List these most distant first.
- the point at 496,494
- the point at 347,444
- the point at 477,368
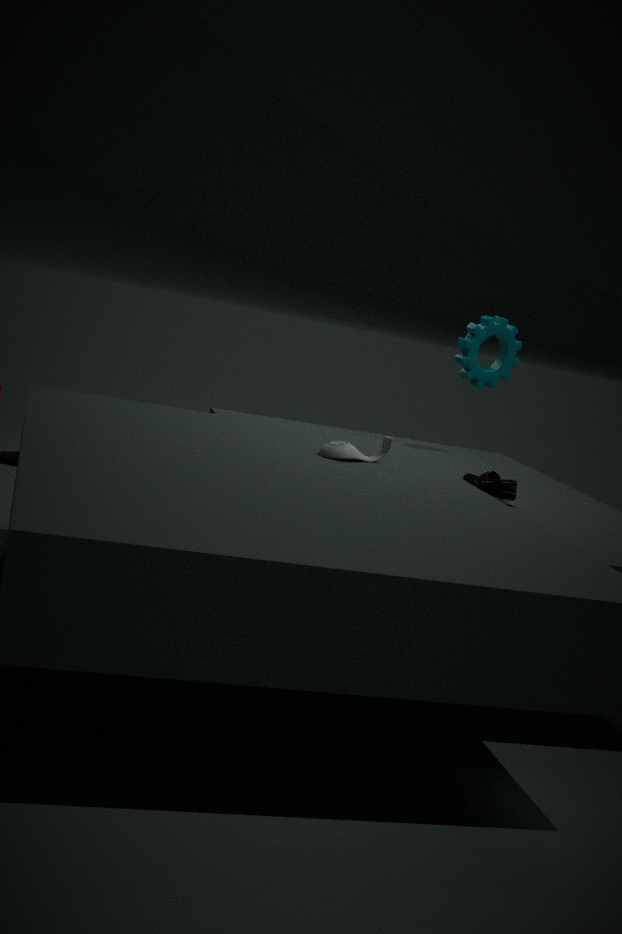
1. the point at 477,368
2. the point at 347,444
3. the point at 496,494
